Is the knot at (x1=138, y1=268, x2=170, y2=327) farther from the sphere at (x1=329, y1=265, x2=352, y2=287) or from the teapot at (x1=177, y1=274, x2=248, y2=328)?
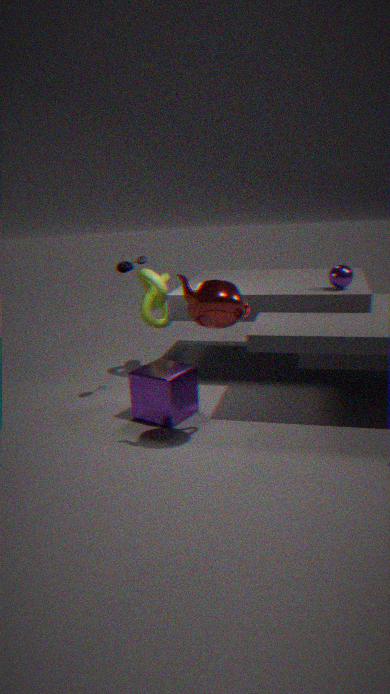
the sphere at (x1=329, y1=265, x2=352, y2=287)
